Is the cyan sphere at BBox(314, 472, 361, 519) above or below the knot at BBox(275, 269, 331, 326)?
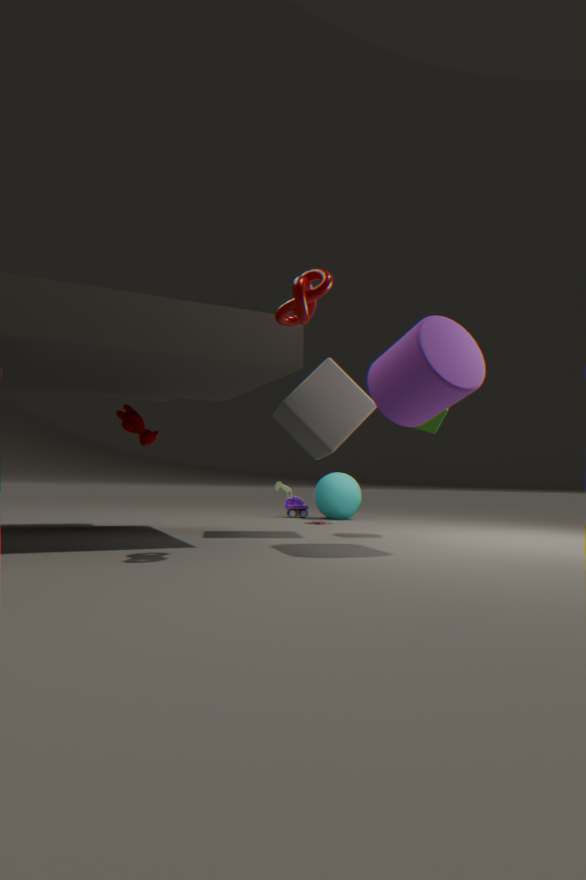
below
